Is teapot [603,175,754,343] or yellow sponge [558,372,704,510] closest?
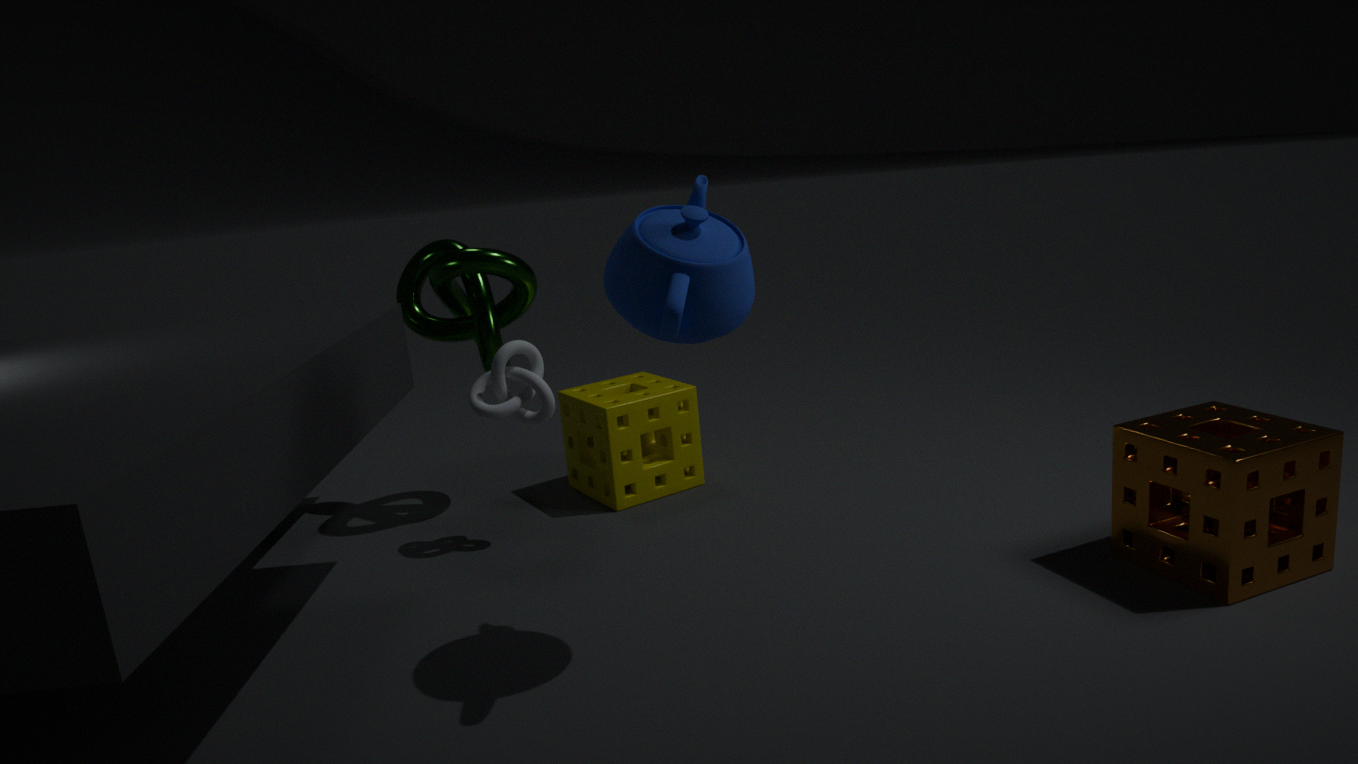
teapot [603,175,754,343]
